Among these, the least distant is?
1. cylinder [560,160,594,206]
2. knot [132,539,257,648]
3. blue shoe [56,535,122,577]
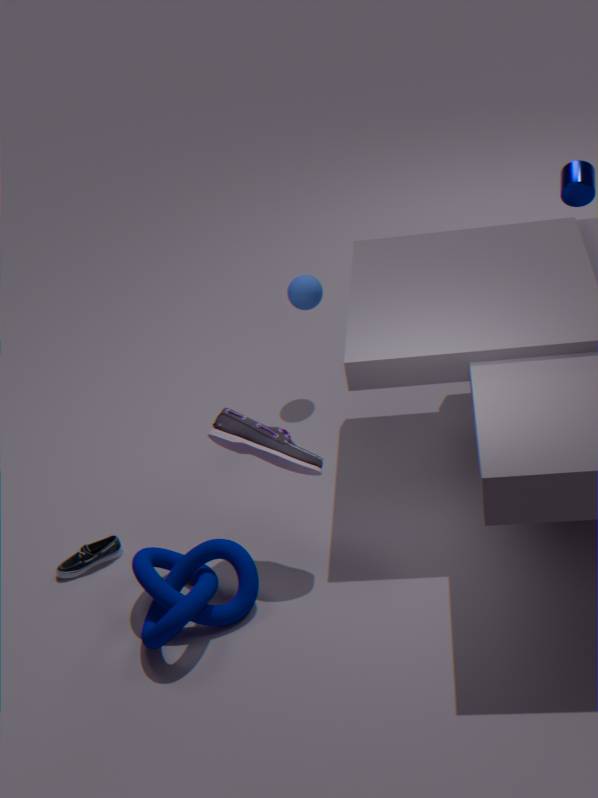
knot [132,539,257,648]
